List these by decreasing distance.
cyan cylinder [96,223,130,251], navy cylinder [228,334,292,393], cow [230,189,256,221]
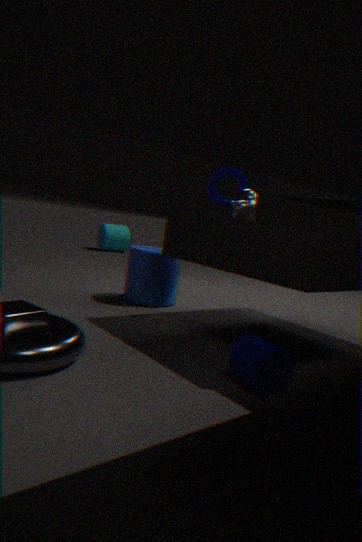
cyan cylinder [96,223,130,251] < cow [230,189,256,221] < navy cylinder [228,334,292,393]
